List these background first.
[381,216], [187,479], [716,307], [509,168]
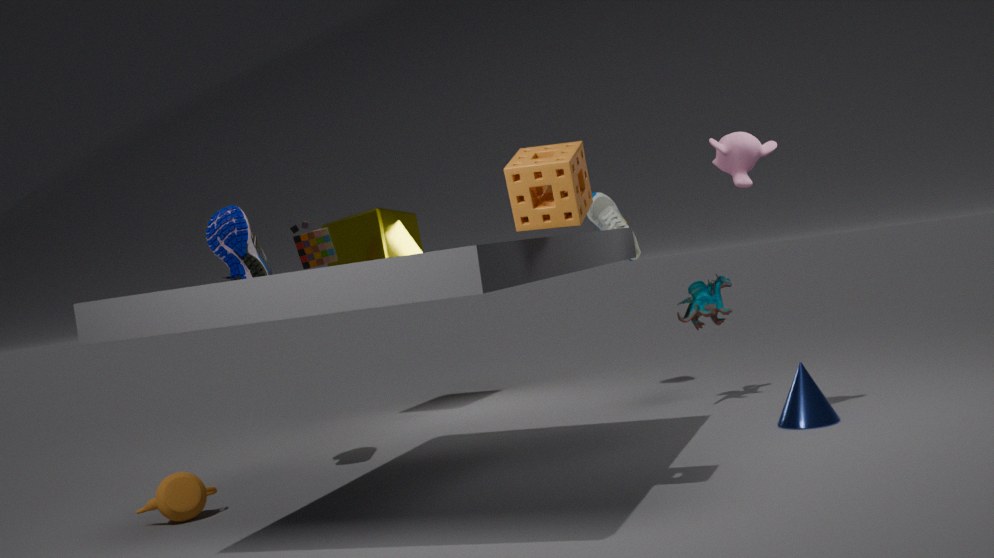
1. [381,216]
2. [716,307]
3. [187,479]
4. [509,168]
